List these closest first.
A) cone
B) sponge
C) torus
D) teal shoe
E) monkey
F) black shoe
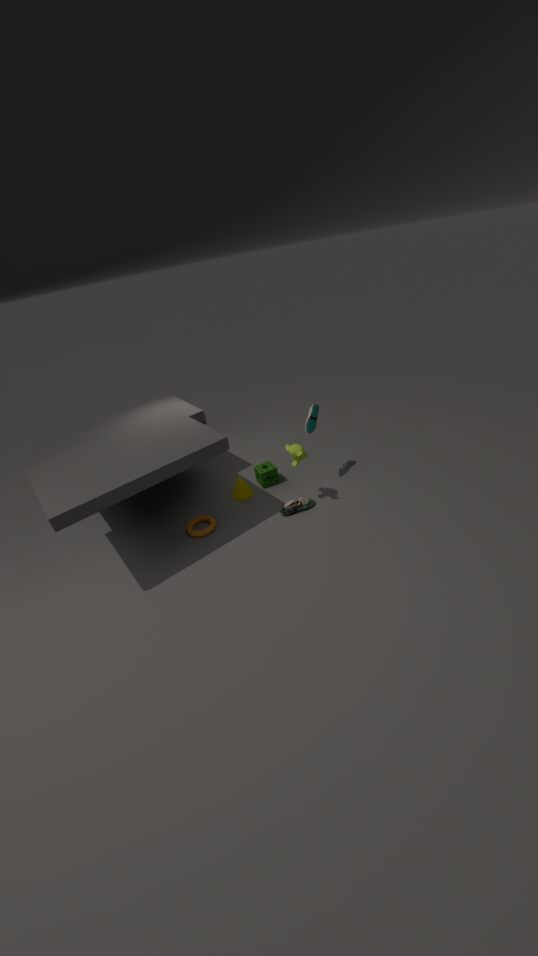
monkey < torus < black shoe < teal shoe < cone < sponge
